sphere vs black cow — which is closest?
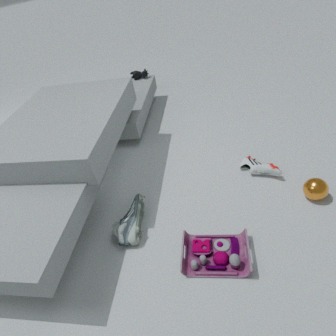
sphere
